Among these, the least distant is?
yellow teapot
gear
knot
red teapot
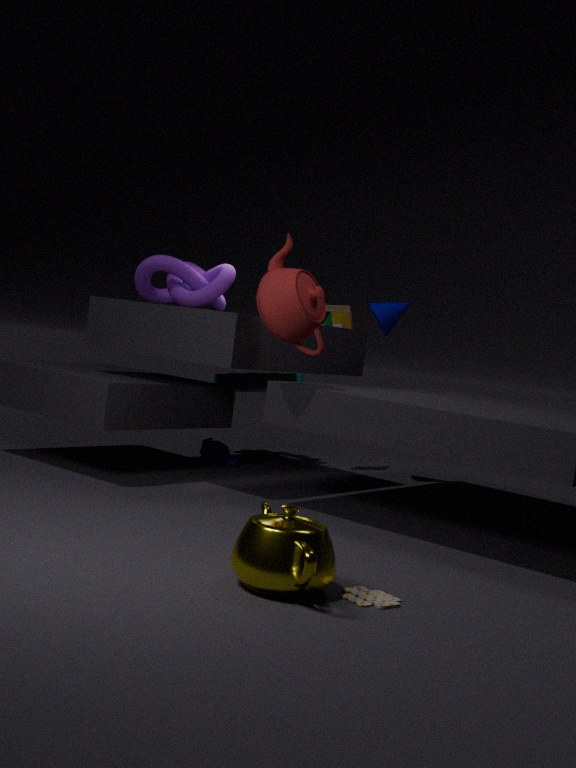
yellow teapot
